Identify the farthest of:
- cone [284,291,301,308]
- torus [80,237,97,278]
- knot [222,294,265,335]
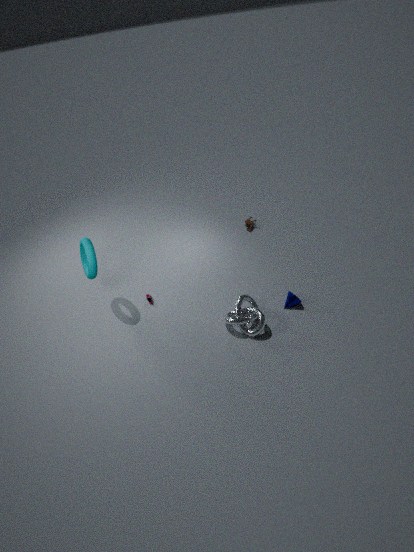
cone [284,291,301,308]
